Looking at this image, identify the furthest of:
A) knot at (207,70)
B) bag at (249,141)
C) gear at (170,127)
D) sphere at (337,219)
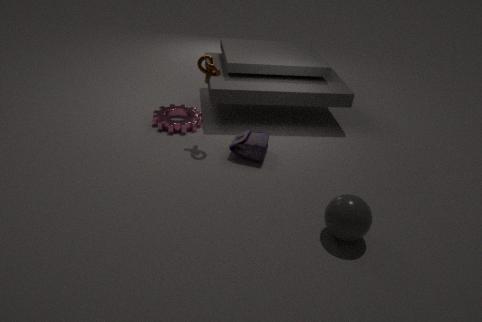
gear at (170,127)
